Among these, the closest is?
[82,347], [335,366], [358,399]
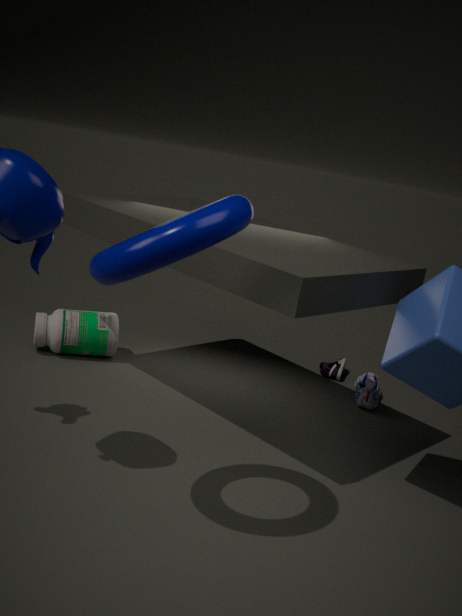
[82,347]
